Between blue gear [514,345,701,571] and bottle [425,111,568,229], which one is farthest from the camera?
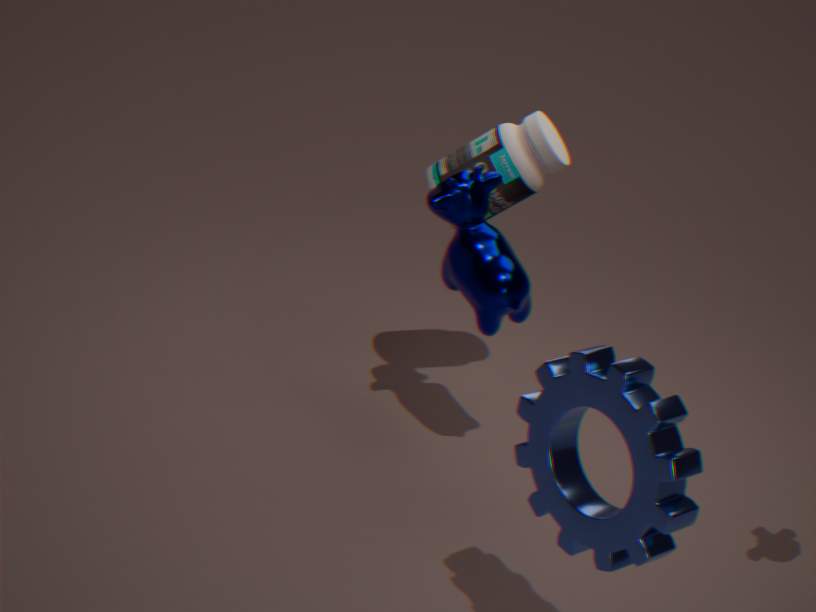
bottle [425,111,568,229]
